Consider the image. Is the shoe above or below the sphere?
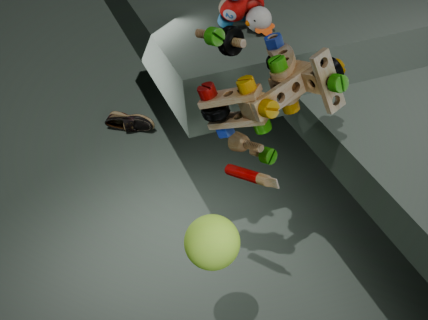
below
